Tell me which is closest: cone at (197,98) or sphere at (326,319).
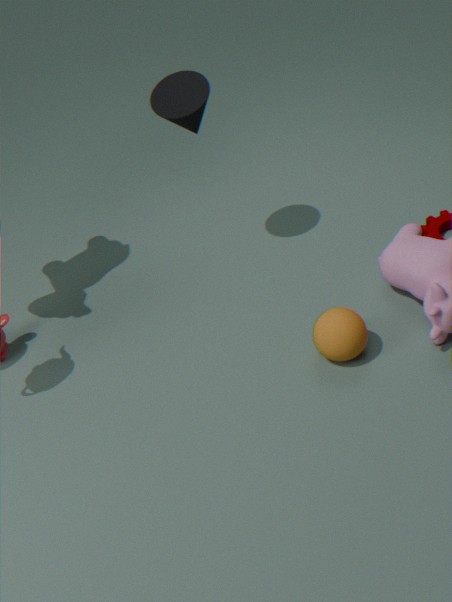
sphere at (326,319)
